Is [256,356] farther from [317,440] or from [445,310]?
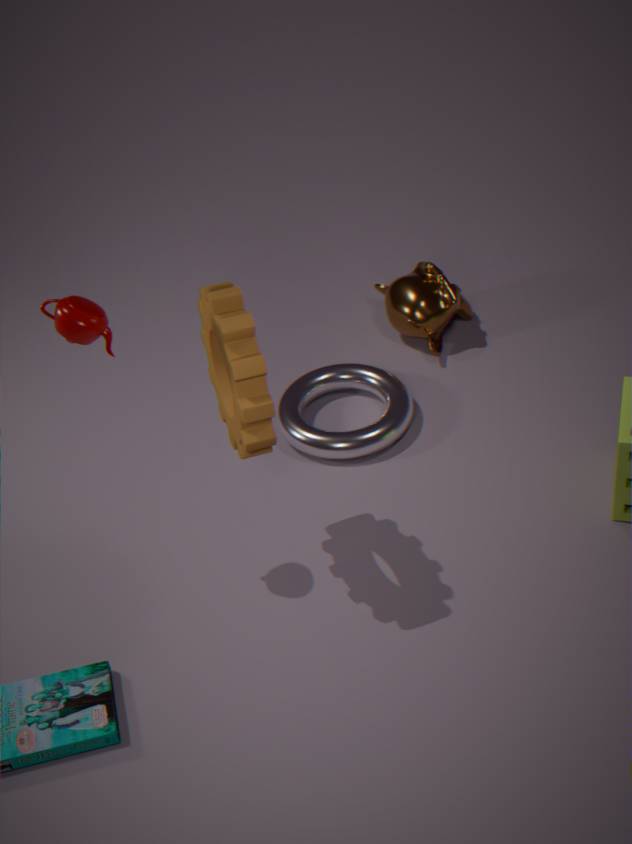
[445,310]
